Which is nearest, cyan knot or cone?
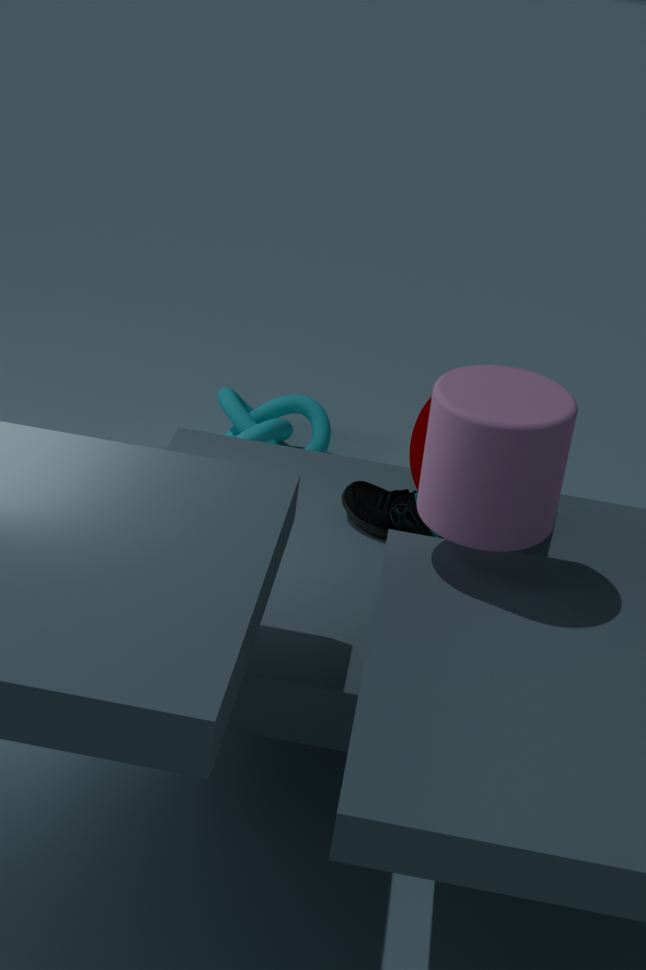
cone
